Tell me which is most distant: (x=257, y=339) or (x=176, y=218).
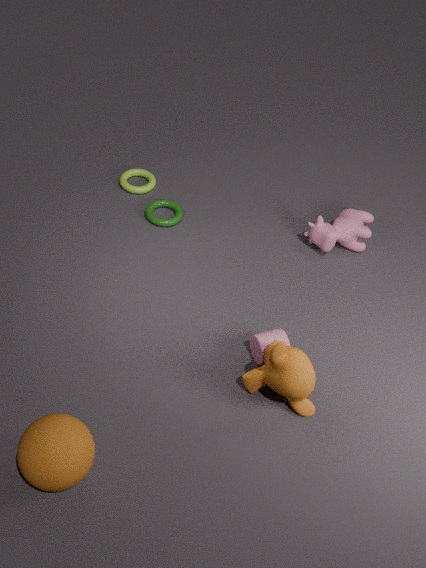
(x=176, y=218)
